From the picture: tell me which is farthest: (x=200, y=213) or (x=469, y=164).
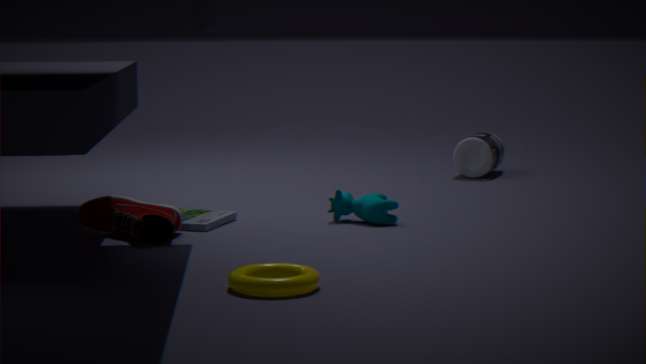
(x=469, y=164)
